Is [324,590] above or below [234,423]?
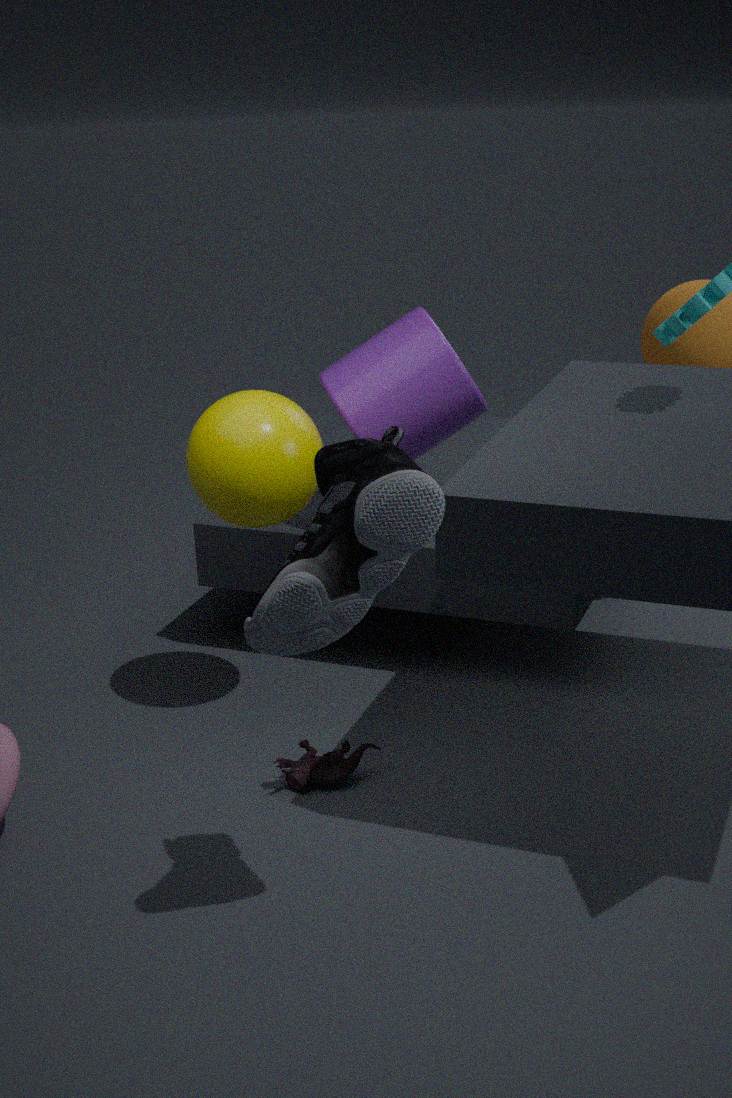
above
